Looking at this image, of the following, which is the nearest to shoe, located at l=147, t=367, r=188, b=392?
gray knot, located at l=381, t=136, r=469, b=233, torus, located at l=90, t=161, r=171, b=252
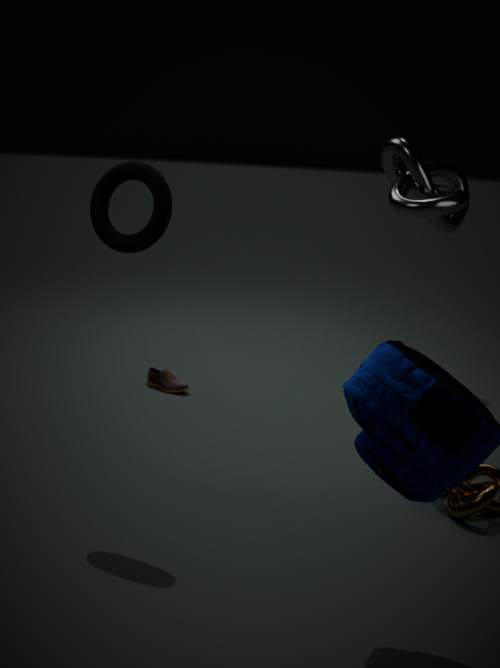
gray knot, located at l=381, t=136, r=469, b=233
